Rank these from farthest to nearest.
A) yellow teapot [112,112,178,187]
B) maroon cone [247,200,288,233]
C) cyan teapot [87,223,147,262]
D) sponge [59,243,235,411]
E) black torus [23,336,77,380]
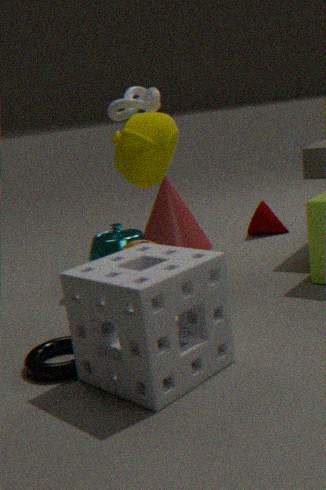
maroon cone [247,200,288,233]
cyan teapot [87,223,147,262]
yellow teapot [112,112,178,187]
black torus [23,336,77,380]
sponge [59,243,235,411]
